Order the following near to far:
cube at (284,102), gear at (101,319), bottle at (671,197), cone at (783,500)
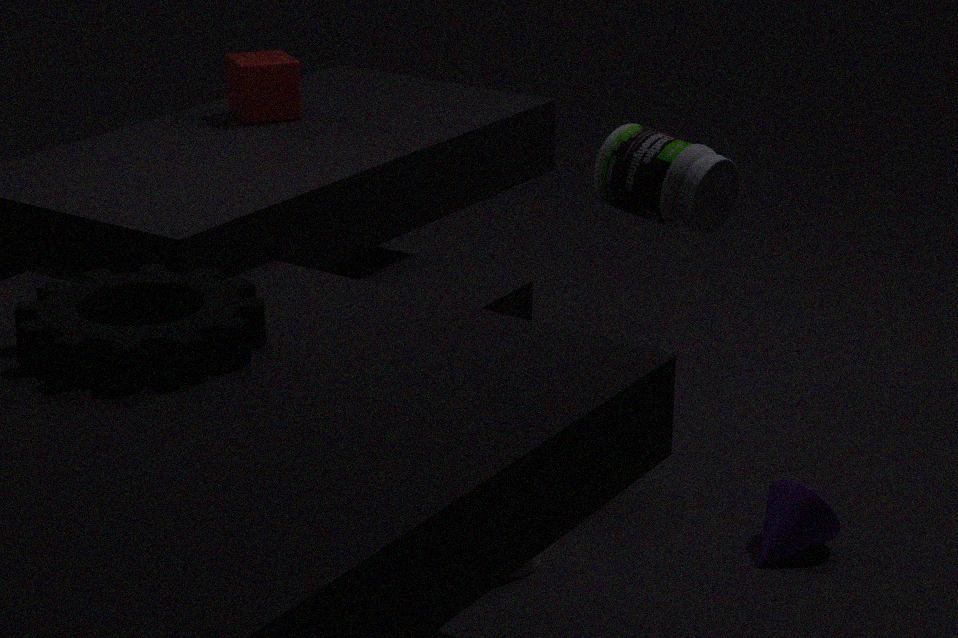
gear at (101,319), cone at (783,500), bottle at (671,197), cube at (284,102)
